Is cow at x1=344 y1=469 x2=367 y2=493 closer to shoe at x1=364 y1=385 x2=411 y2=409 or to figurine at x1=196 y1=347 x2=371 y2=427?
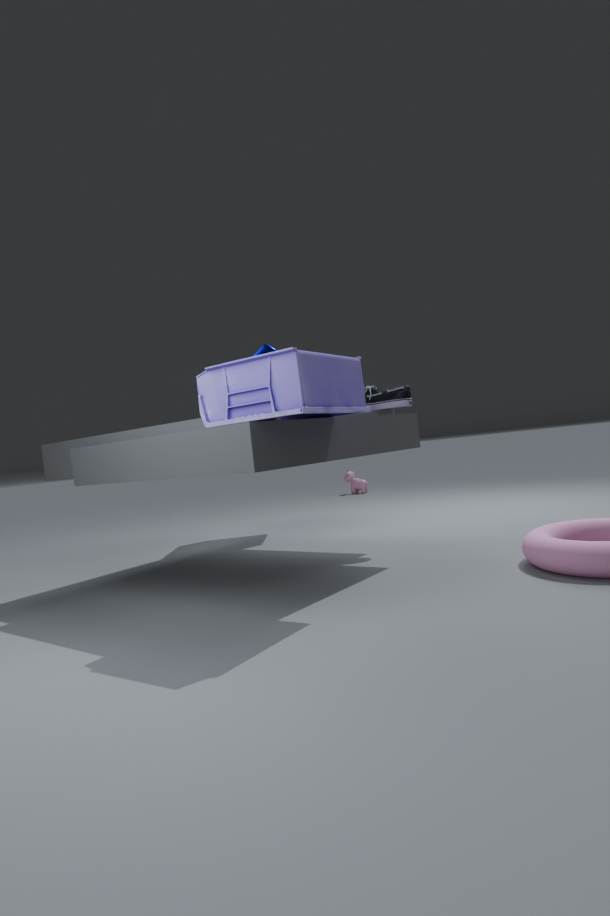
shoe at x1=364 y1=385 x2=411 y2=409
